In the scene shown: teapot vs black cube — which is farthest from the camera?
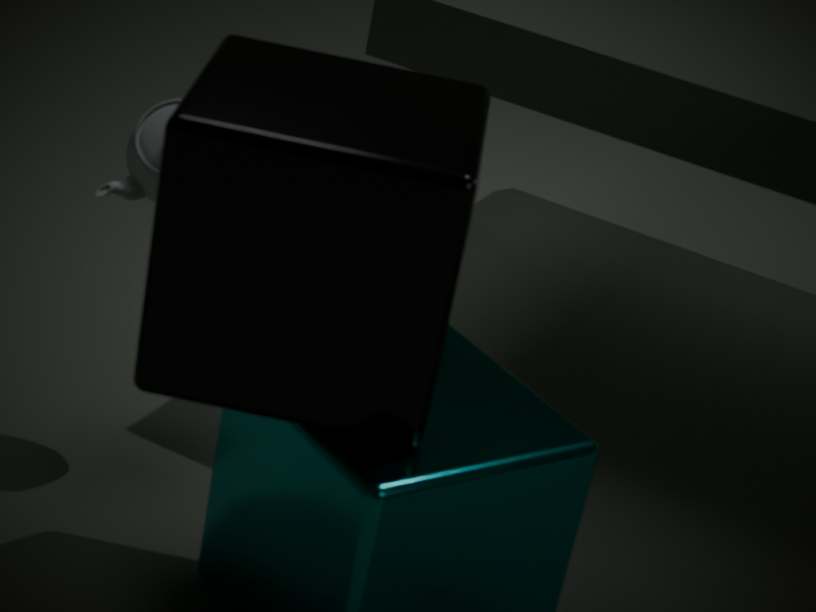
teapot
